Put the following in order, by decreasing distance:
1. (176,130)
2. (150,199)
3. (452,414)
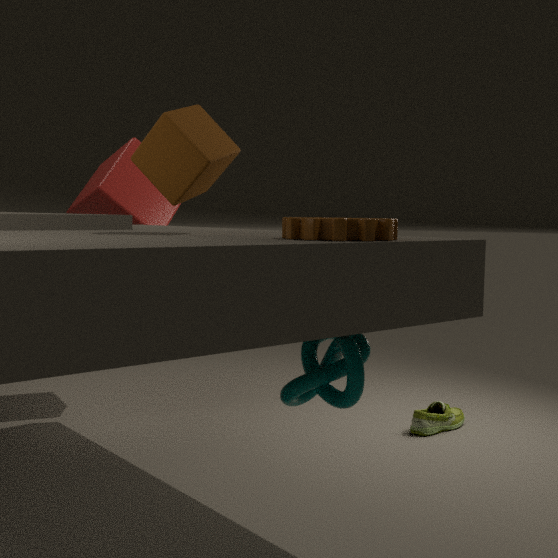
(150,199) → (452,414) → (176,130)
